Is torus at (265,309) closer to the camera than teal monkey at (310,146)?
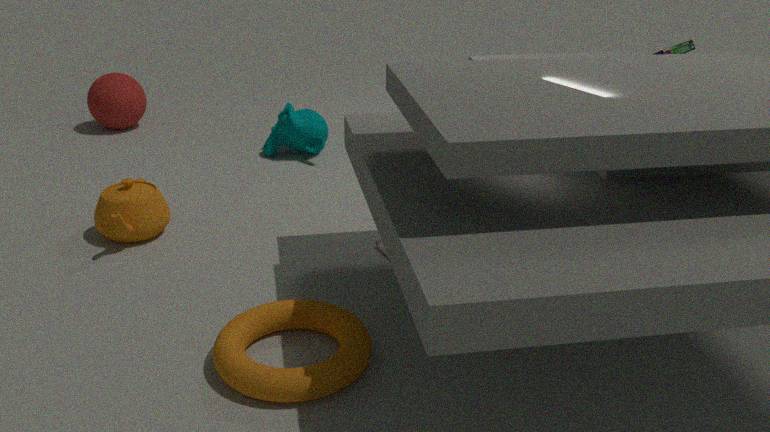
Yes
